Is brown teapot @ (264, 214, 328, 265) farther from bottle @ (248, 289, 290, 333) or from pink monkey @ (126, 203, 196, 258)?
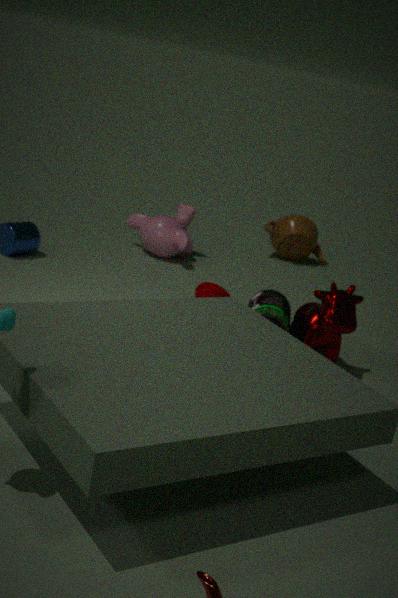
bottle @ (248, 289, 290, 333)
